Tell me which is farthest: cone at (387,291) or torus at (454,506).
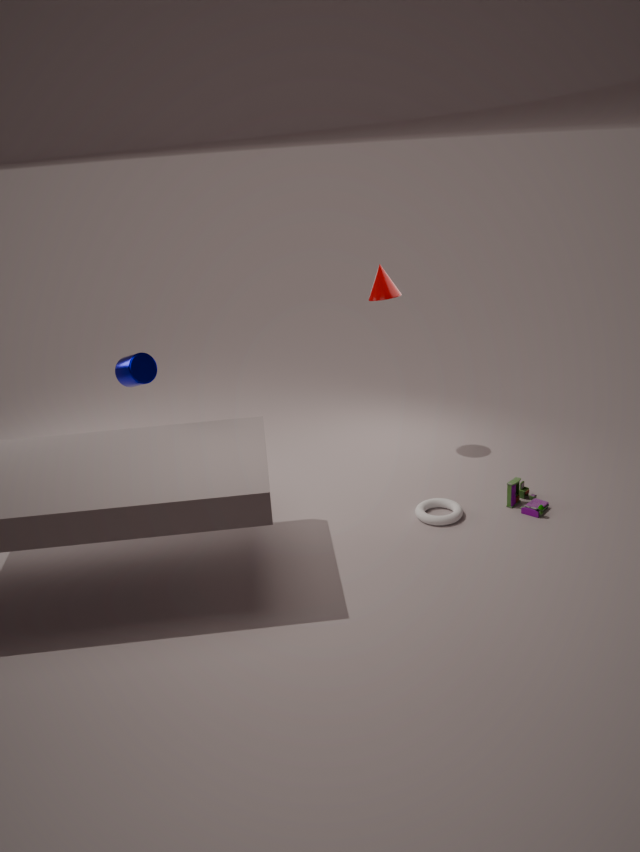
cone at (387,291)
